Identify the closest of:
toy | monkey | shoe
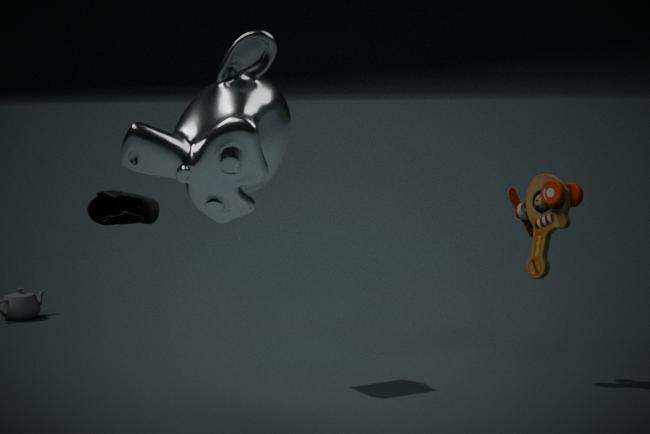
monkey
